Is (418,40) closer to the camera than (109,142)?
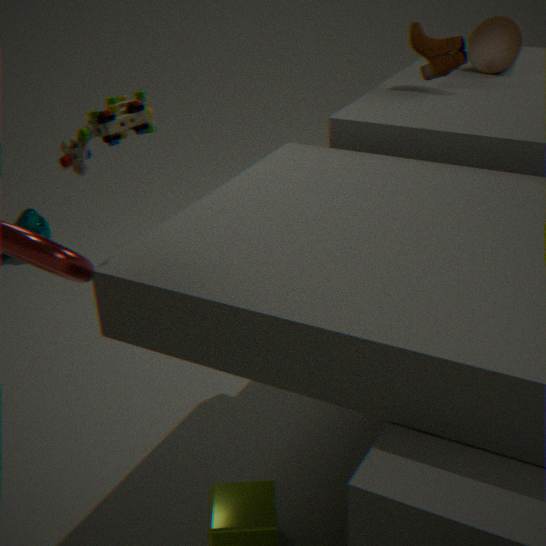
No
